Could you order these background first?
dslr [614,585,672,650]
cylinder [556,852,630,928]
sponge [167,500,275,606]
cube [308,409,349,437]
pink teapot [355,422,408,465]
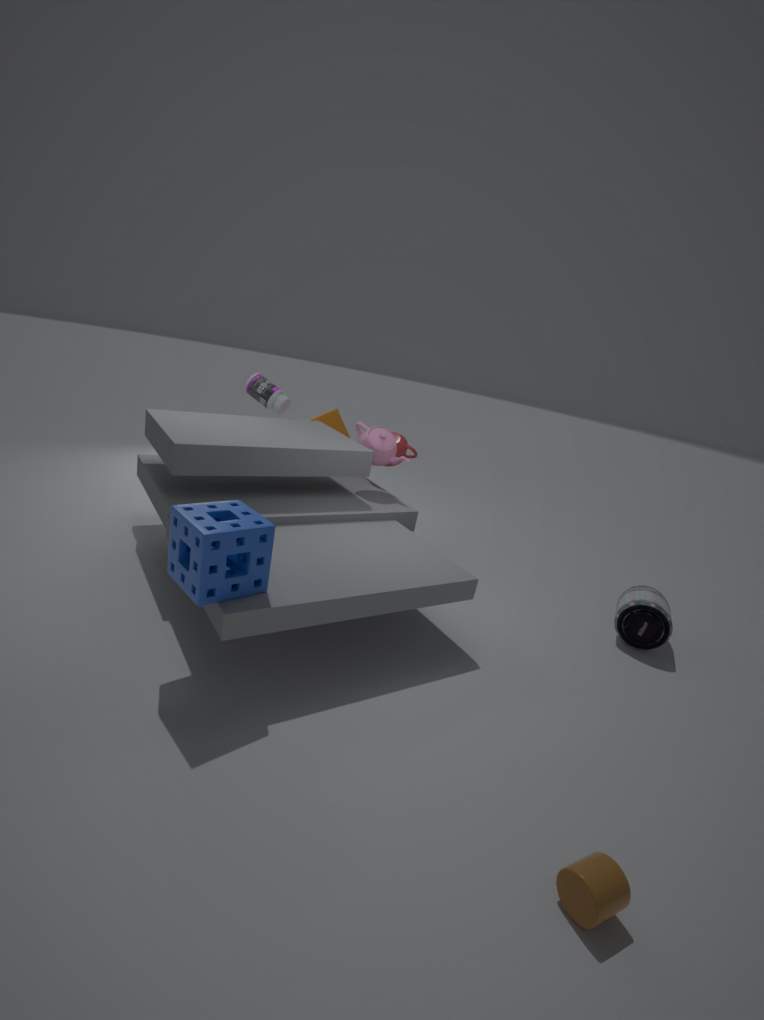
cube [308,409,349,437], pink teapot [355,422,408,465], dslr [614,585,672,650], sponge [167,500,275,606], cylinder [556,852,630,928]
